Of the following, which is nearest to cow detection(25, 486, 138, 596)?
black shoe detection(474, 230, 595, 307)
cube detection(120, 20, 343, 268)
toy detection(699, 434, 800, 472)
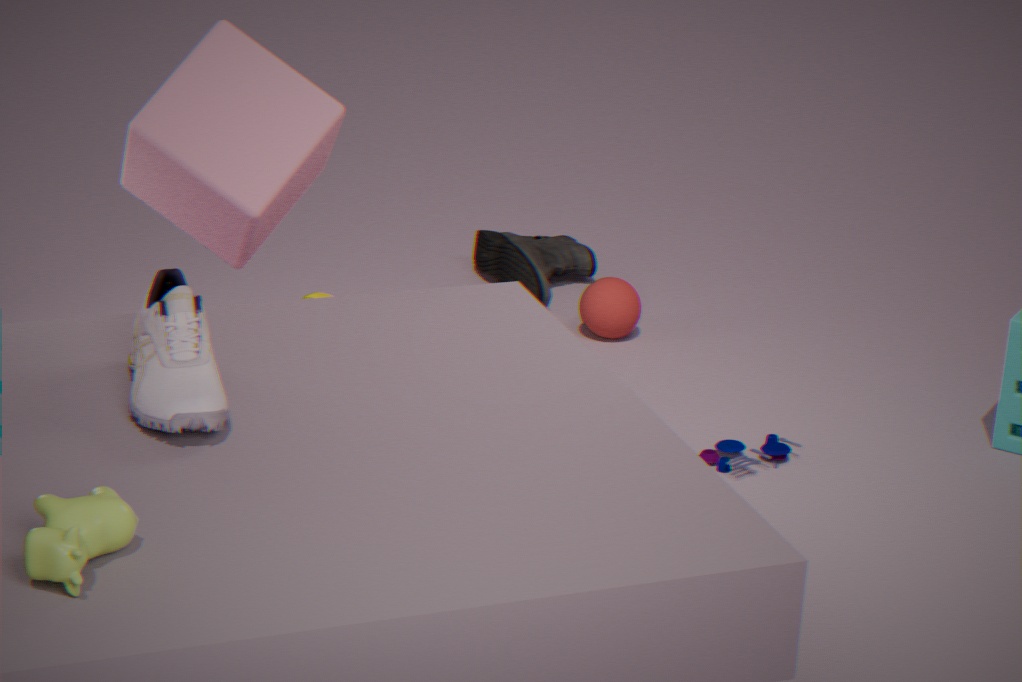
cube detection(120, 20, 343, 268)
